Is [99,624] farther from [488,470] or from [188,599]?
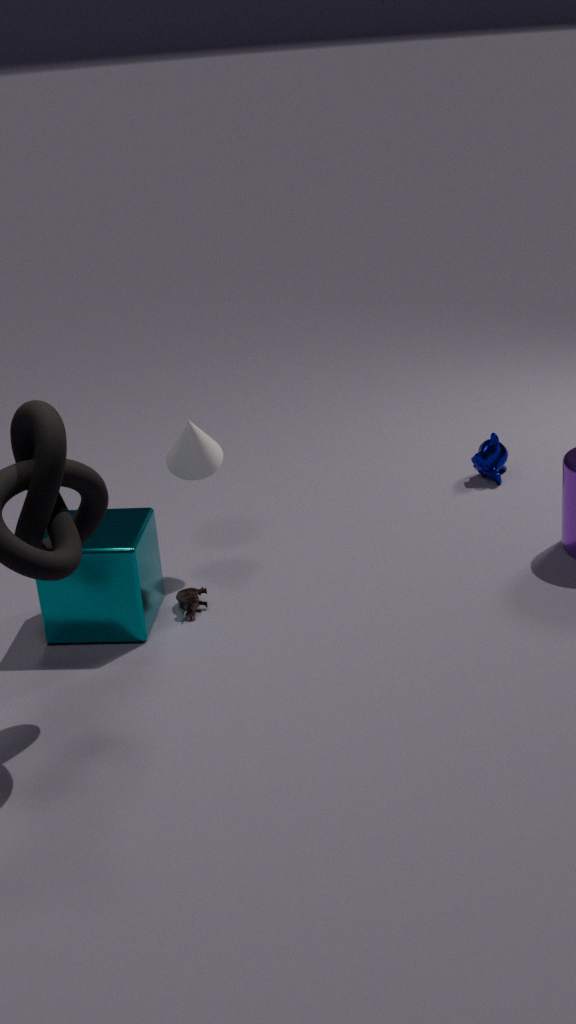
[488,470]
